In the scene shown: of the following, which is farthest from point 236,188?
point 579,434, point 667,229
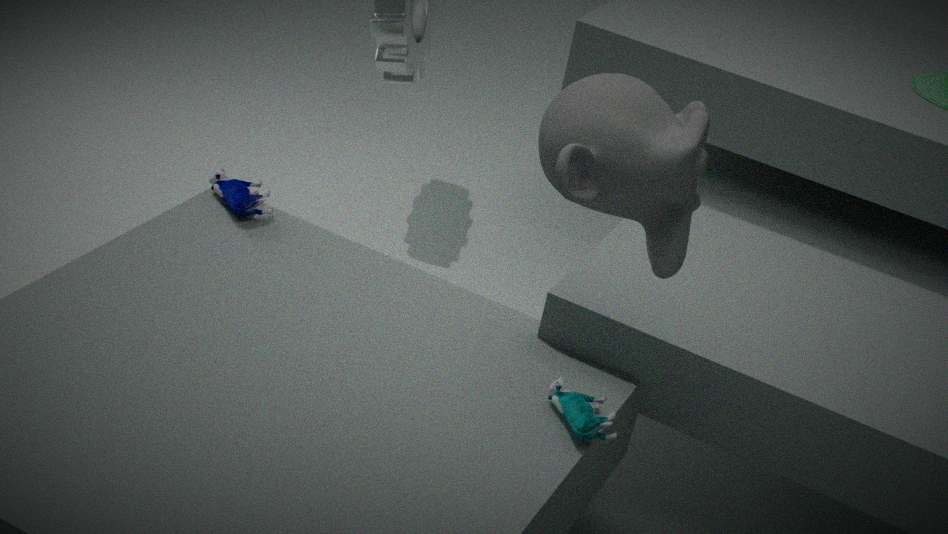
point 667,229
